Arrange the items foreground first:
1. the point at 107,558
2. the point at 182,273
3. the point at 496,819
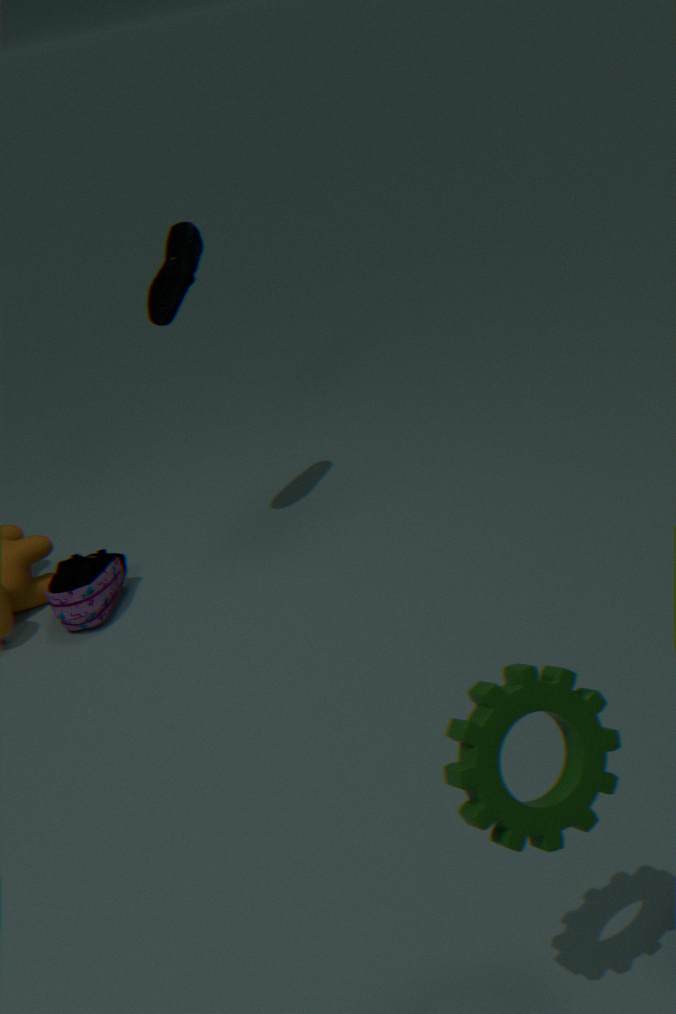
the point at 496,819, the point at 182,273, the point at 107,558
